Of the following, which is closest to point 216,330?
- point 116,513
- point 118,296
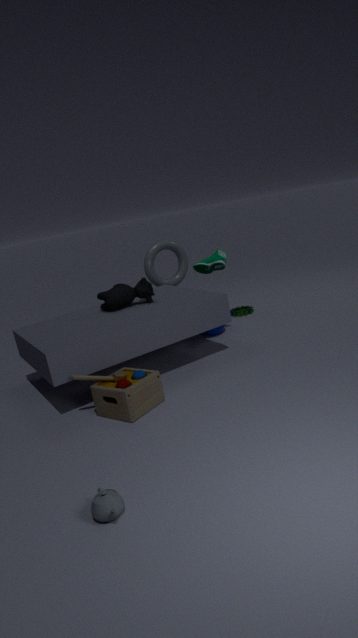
point 118,296
